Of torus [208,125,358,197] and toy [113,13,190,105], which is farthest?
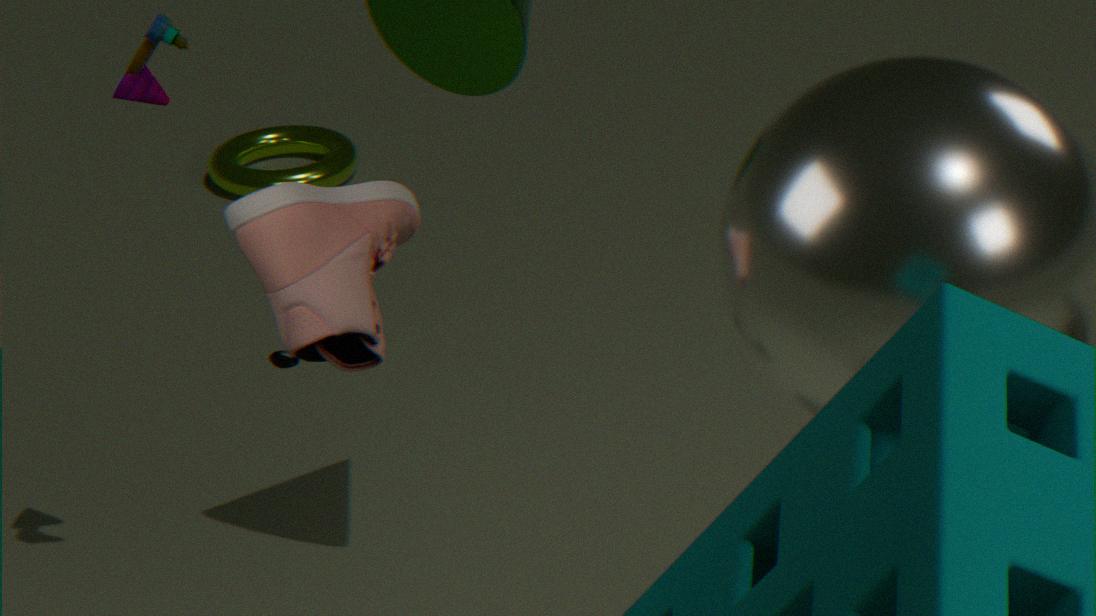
torus [208,125,358,197]
